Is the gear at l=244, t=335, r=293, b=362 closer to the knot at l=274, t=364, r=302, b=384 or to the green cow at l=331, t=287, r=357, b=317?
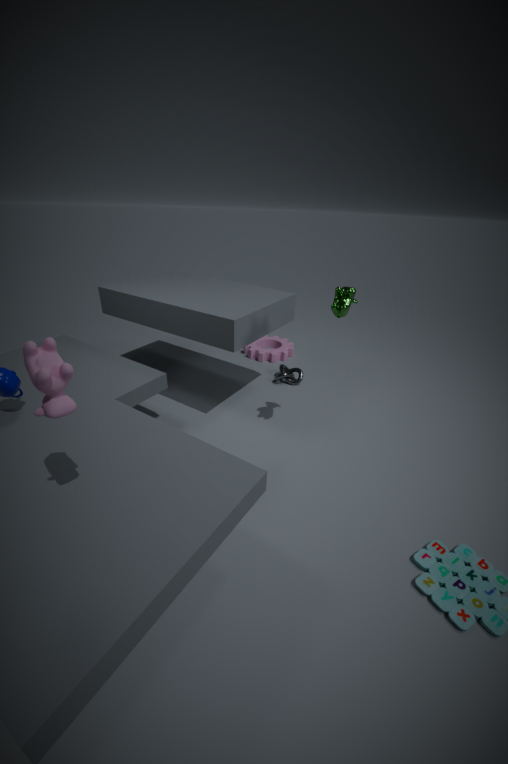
the knot at l=274, t=364, r=302, b=384
